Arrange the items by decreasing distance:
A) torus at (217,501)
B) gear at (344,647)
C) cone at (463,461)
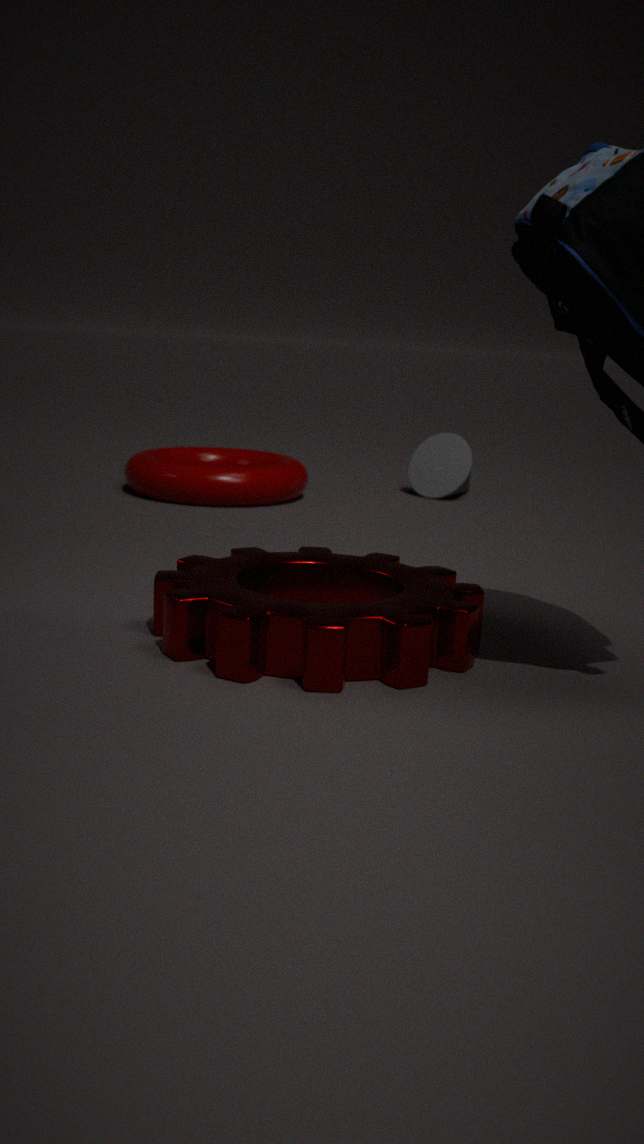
cone at (463,461), torus at (217,501), gear at (344,647)
